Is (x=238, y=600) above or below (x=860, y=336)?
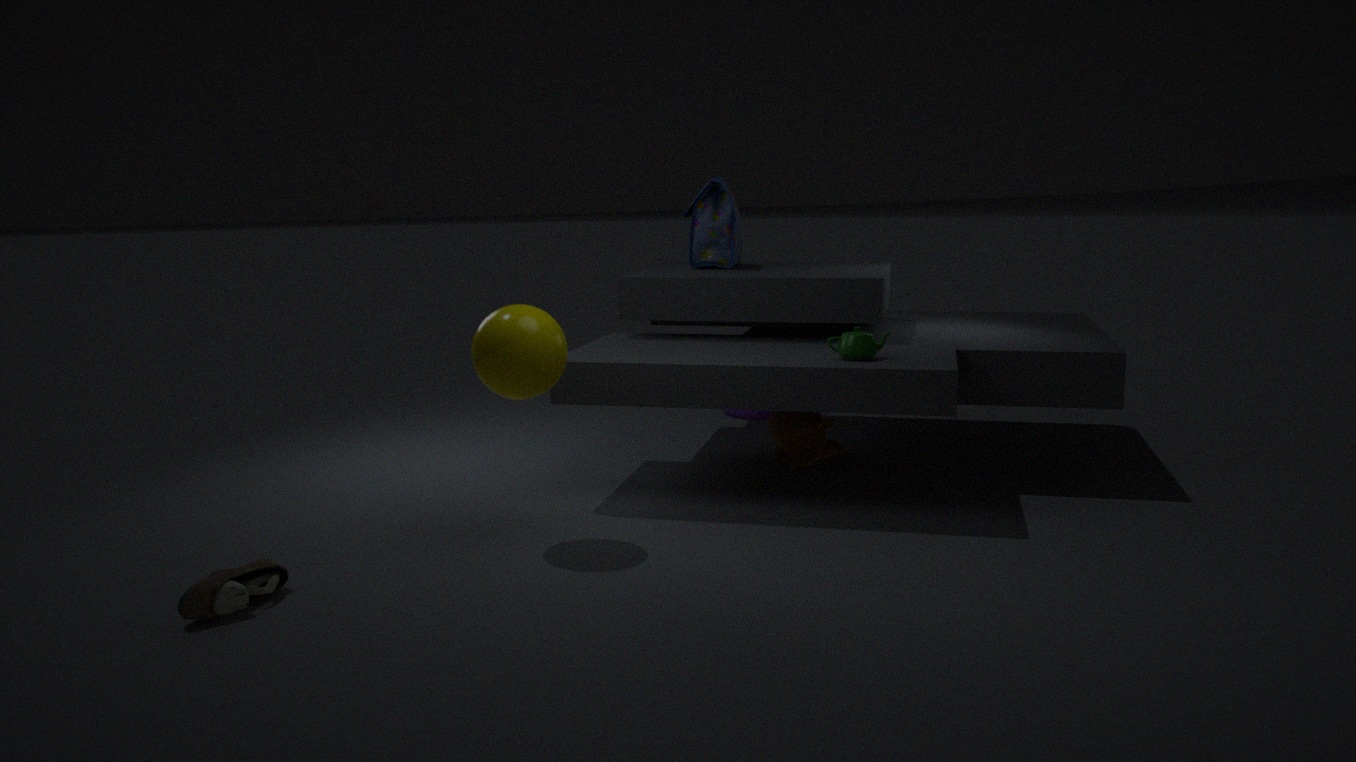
below
